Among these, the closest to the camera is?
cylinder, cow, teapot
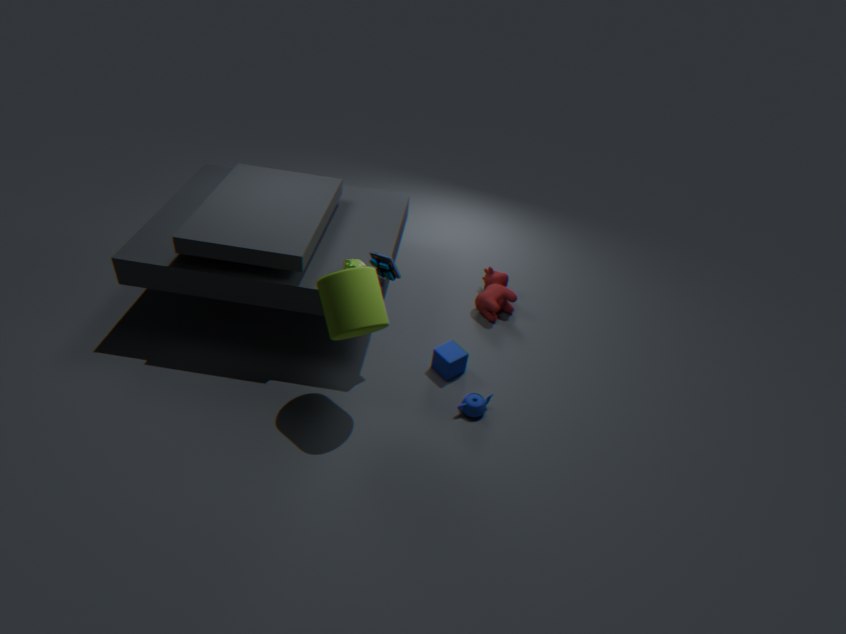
cylinder
